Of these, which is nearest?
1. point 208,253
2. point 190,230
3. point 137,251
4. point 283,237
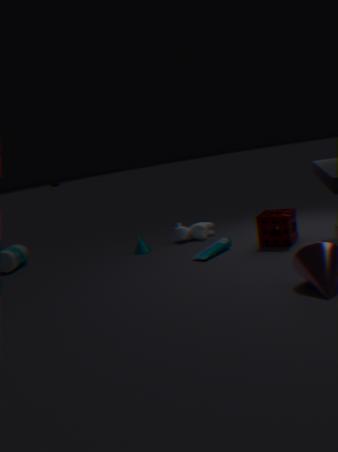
point 283,237
